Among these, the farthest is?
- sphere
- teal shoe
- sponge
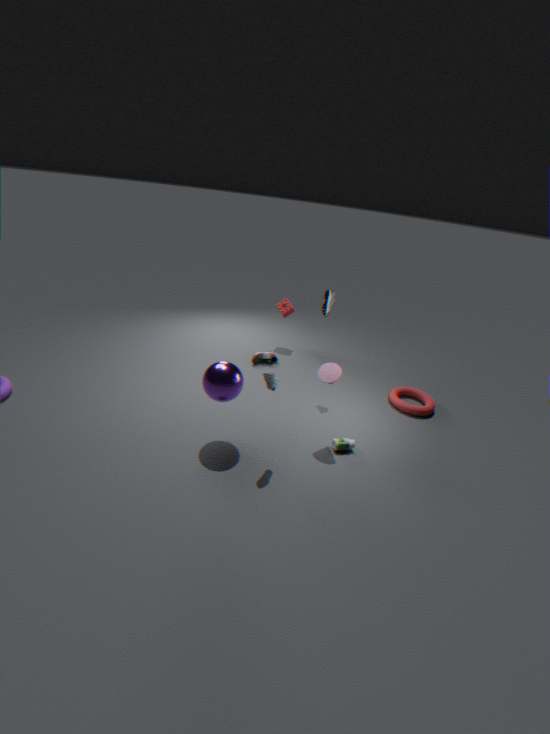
sponge
